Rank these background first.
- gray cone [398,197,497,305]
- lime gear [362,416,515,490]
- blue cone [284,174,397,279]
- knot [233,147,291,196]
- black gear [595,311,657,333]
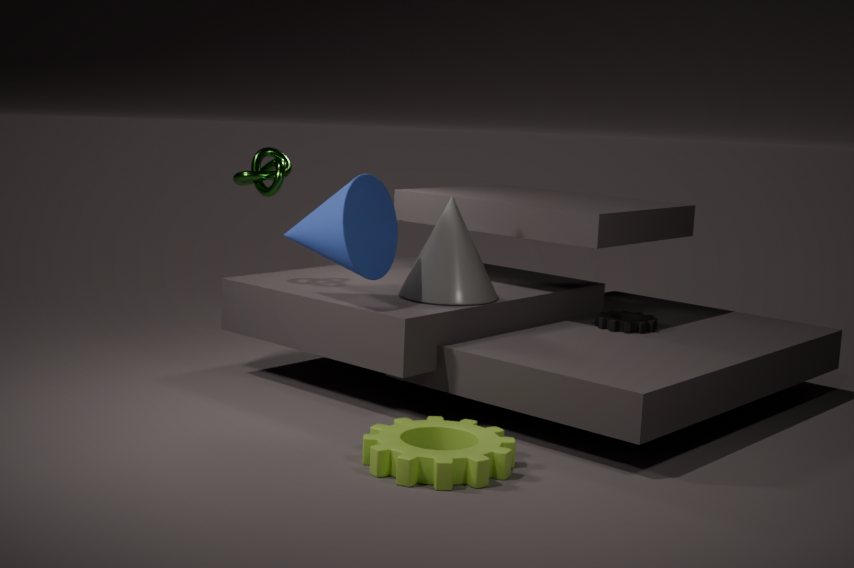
black gear [595,311,657,333] → knot [233,147,291,196] → gray cone [398,197,497,305] → blue cone [284,174,397,279] → lime gear [362,416,515,490]
